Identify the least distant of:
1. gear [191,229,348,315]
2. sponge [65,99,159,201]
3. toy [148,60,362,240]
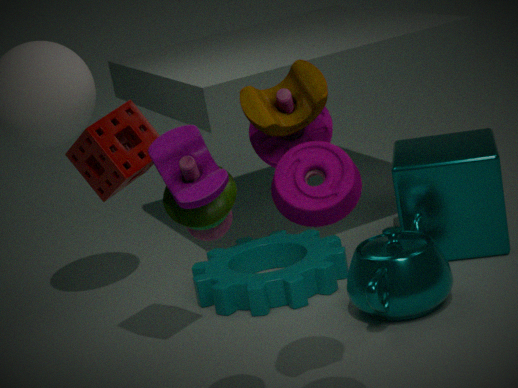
toy [148,60,362,240]
